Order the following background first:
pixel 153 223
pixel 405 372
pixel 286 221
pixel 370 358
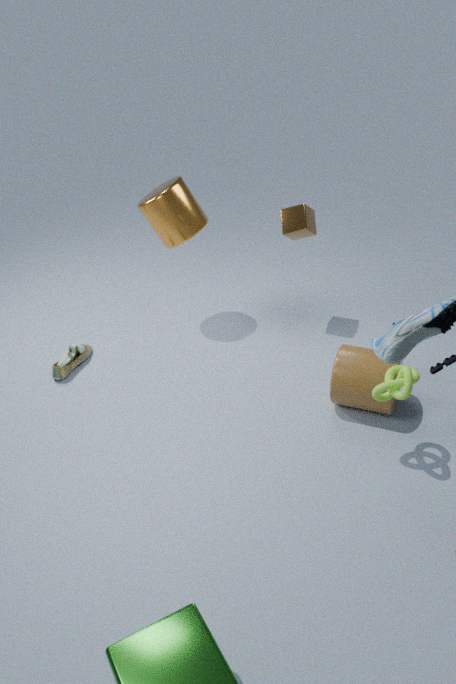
pixel 153 223 < pixel 286 221 < pixel 370 358 < pixel 405 372
